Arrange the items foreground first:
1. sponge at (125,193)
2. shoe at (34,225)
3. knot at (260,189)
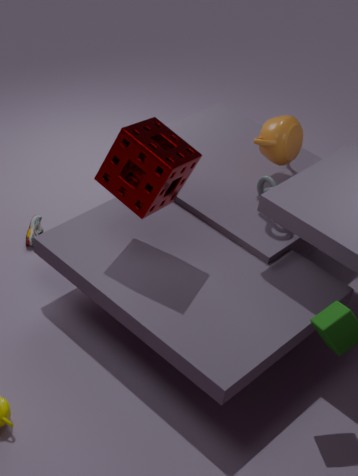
sponge at (125,193)
knot at (260,189)
shoe at (34,225)
